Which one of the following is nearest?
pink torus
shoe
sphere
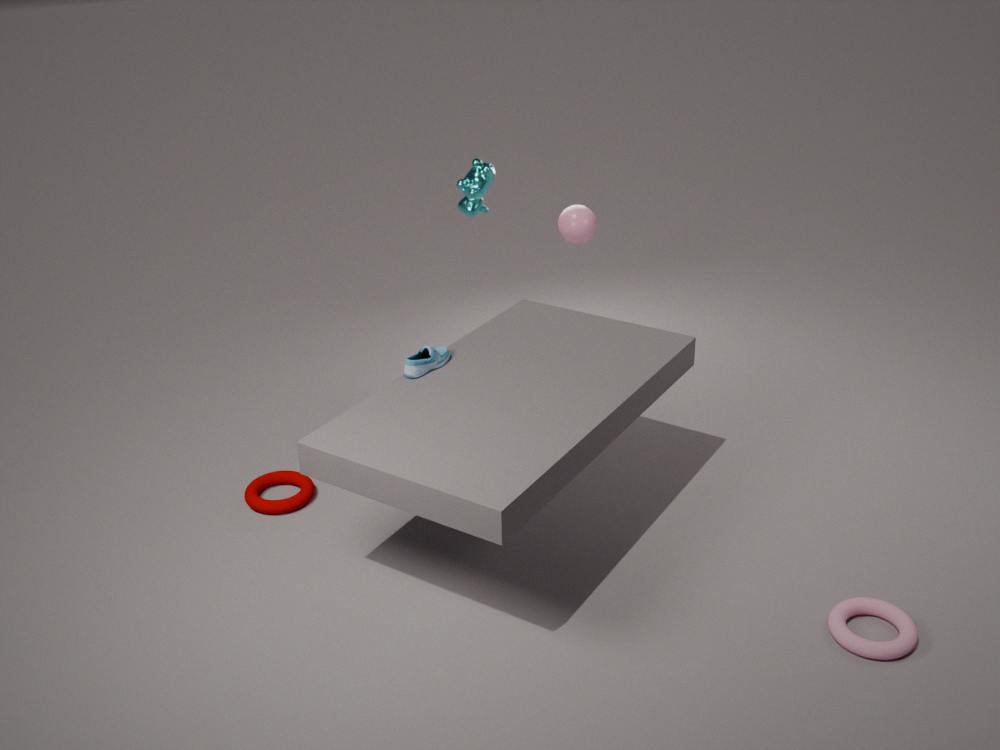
pink torus
